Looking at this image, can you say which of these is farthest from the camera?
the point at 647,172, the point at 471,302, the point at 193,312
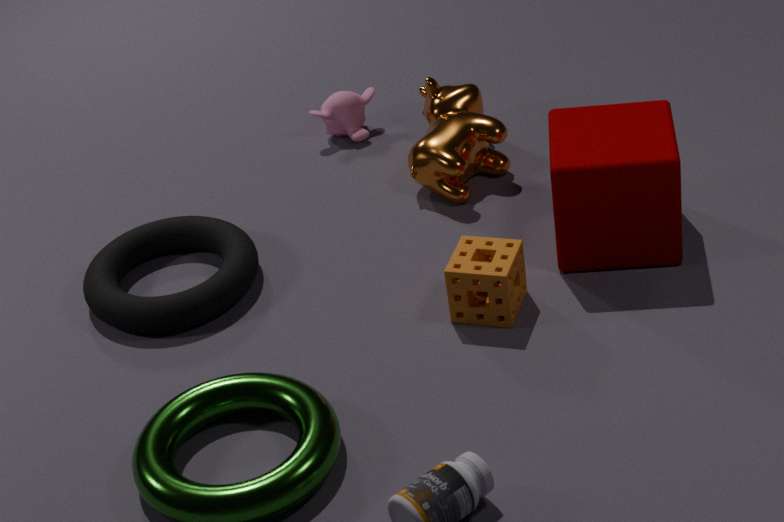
the point at 193,312
